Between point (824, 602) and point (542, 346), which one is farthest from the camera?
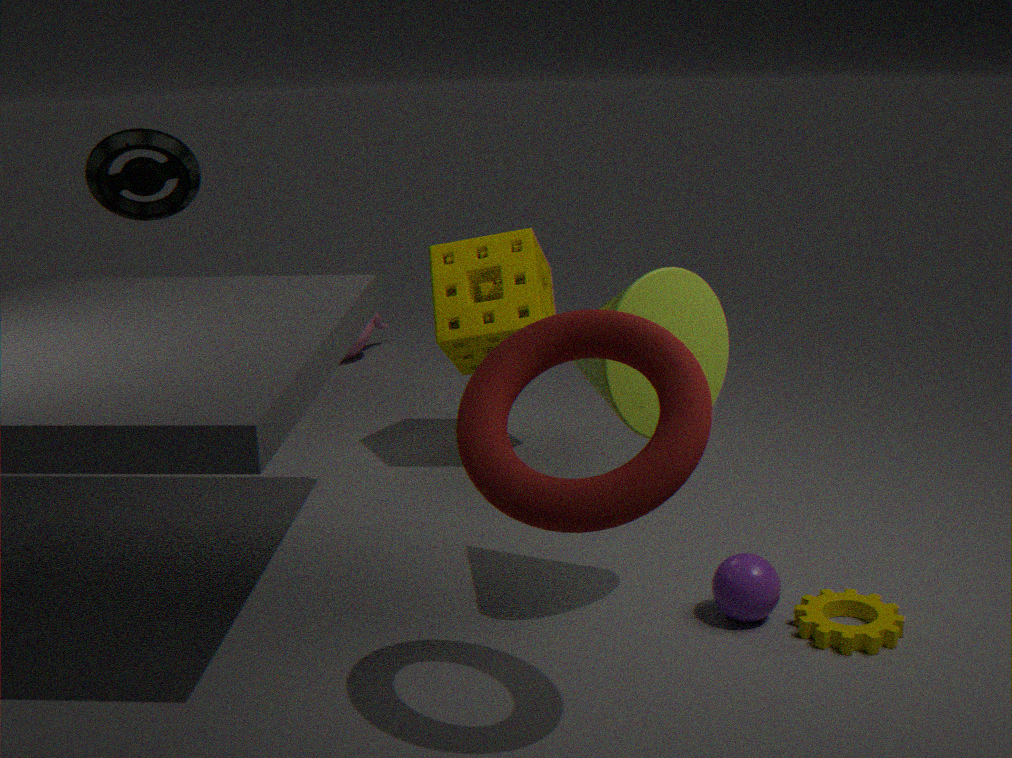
point (824, 602)
